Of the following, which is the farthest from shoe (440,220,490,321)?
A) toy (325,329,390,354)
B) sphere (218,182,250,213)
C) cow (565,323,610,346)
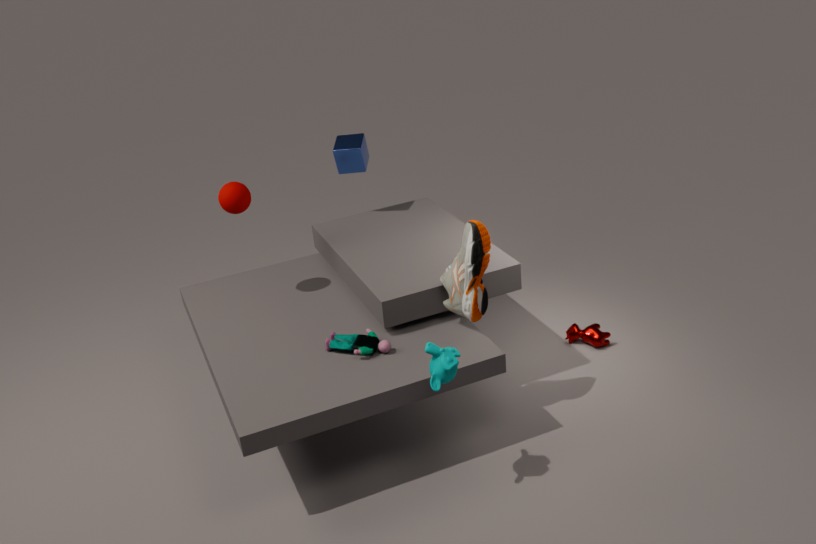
sphere (218,182,250,213)
